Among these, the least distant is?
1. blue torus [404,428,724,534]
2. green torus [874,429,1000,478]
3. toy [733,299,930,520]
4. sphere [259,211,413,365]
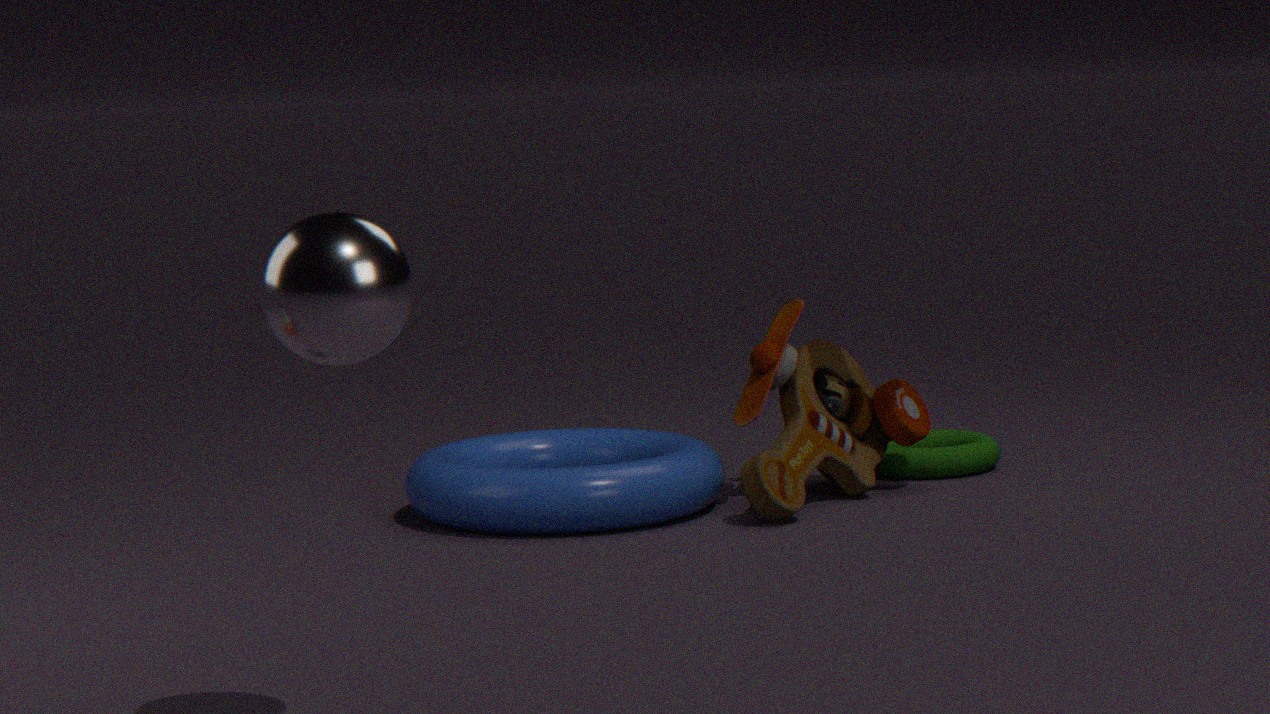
sphere [259,211,413,365]
